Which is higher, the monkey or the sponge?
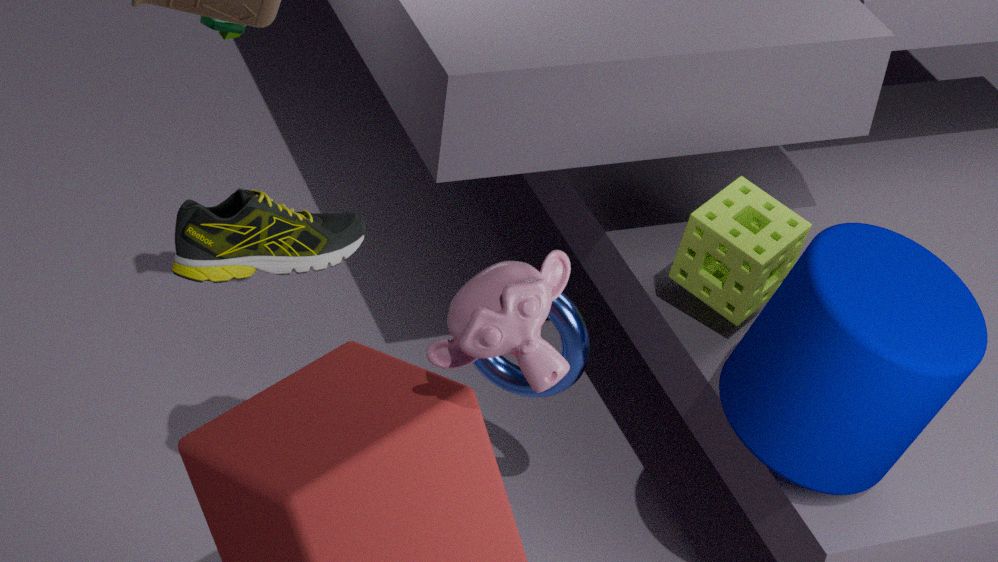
the monkey
